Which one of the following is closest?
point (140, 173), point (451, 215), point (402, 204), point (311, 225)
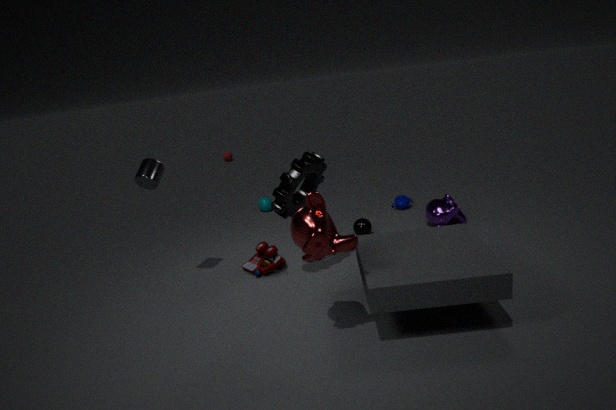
point (311, 225)
